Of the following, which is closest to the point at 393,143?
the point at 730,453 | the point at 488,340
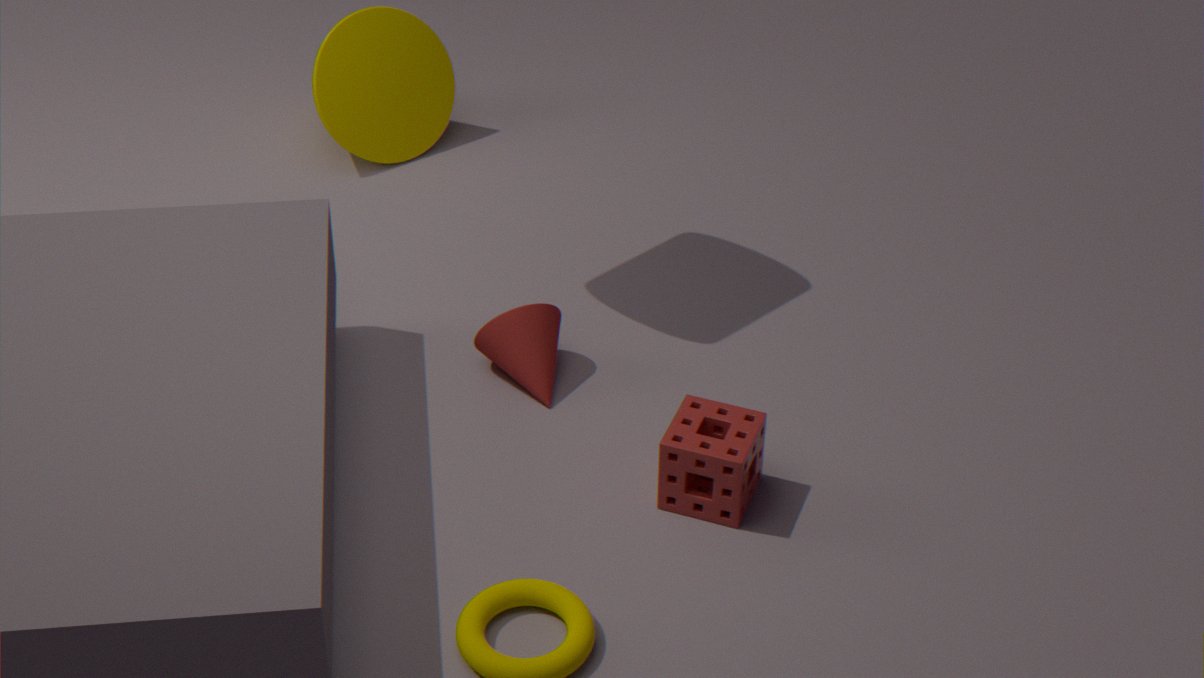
the point at 488,340
